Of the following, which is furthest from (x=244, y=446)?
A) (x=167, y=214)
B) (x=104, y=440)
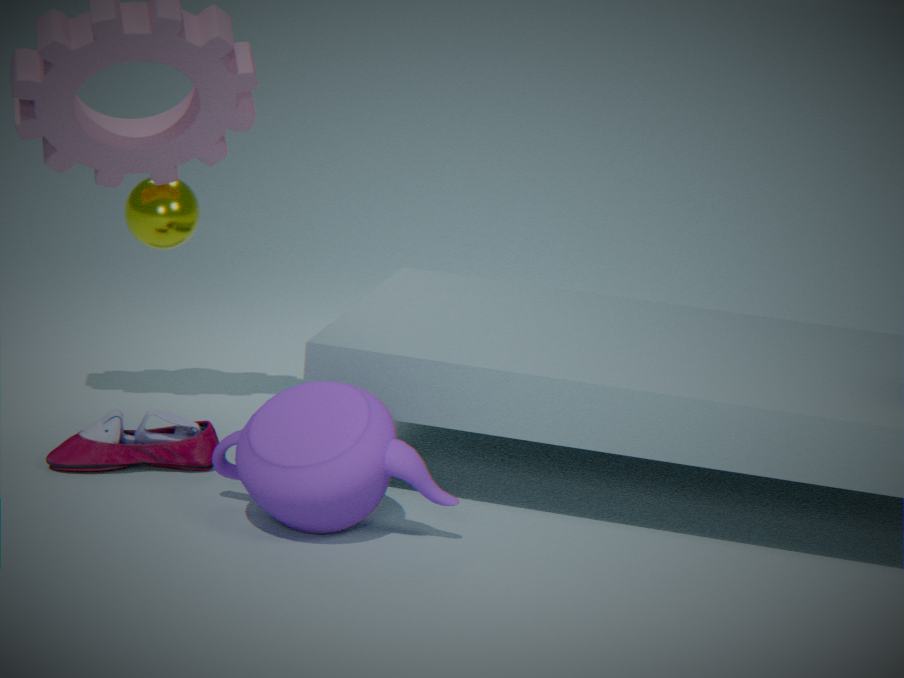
(x=167, y=214)
